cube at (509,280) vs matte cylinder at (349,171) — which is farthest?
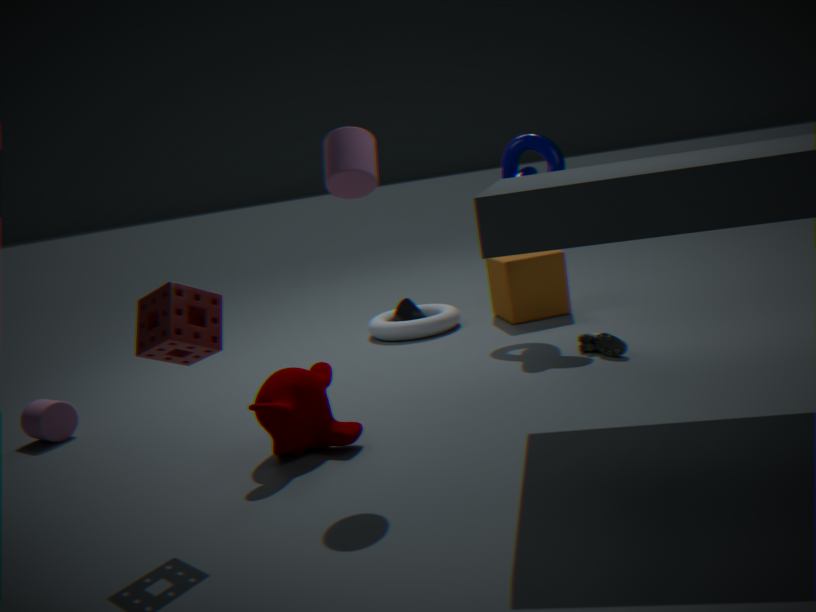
cube at (509,280)
